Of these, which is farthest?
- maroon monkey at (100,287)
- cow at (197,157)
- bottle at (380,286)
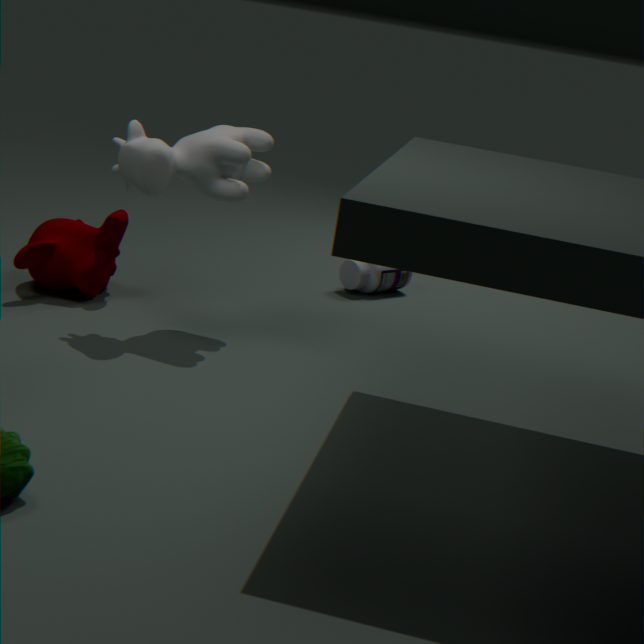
bottle at (380,286)
